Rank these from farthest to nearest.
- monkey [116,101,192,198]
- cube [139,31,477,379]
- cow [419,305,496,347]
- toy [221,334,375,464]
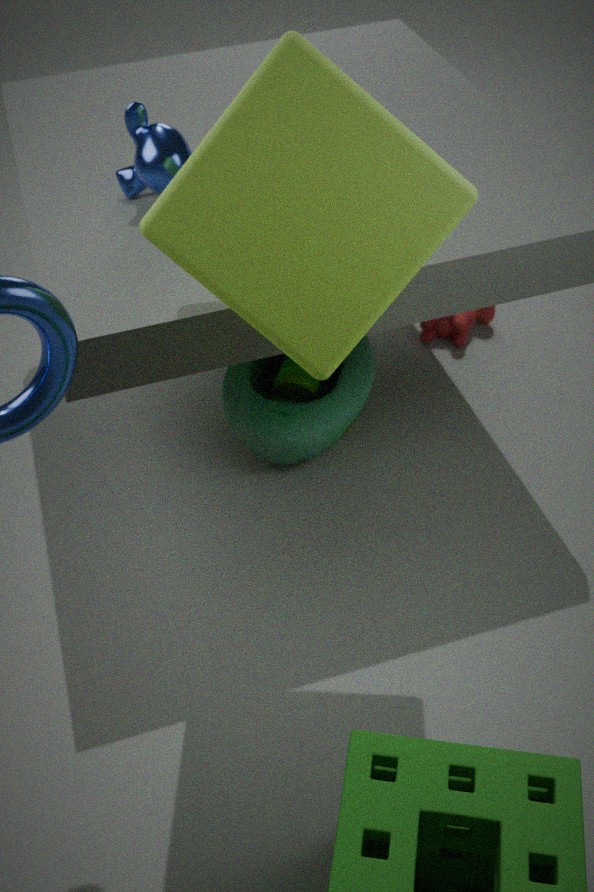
cow [419,305,496,347], toy [221,334,375,464], monkey [116,101,192,198], cube [139,31,477,379]
